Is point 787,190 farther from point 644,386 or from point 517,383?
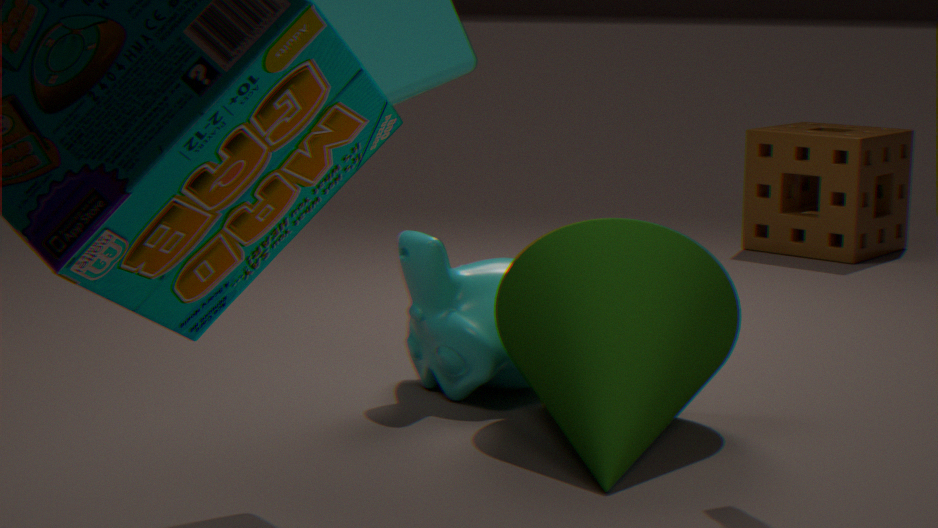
point 644,386
